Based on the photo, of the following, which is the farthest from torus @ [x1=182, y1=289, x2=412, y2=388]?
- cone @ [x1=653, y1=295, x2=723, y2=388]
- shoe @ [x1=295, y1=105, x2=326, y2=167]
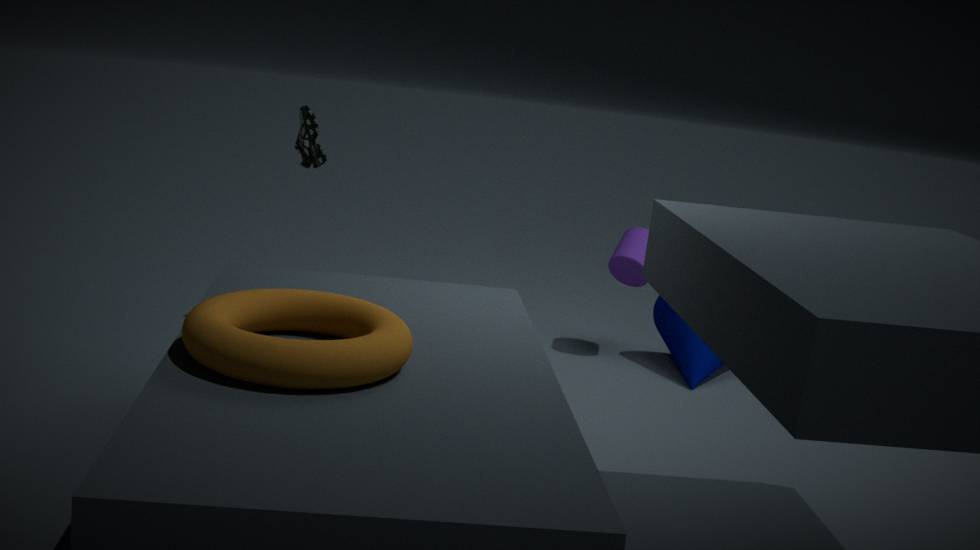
cone @ [x1=653, y1=295, x2=723, y2=388]
